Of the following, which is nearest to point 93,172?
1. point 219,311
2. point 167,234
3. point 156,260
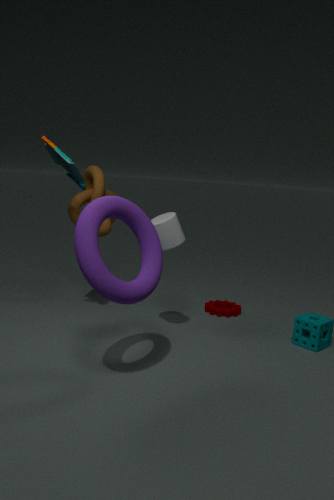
point 167,234
